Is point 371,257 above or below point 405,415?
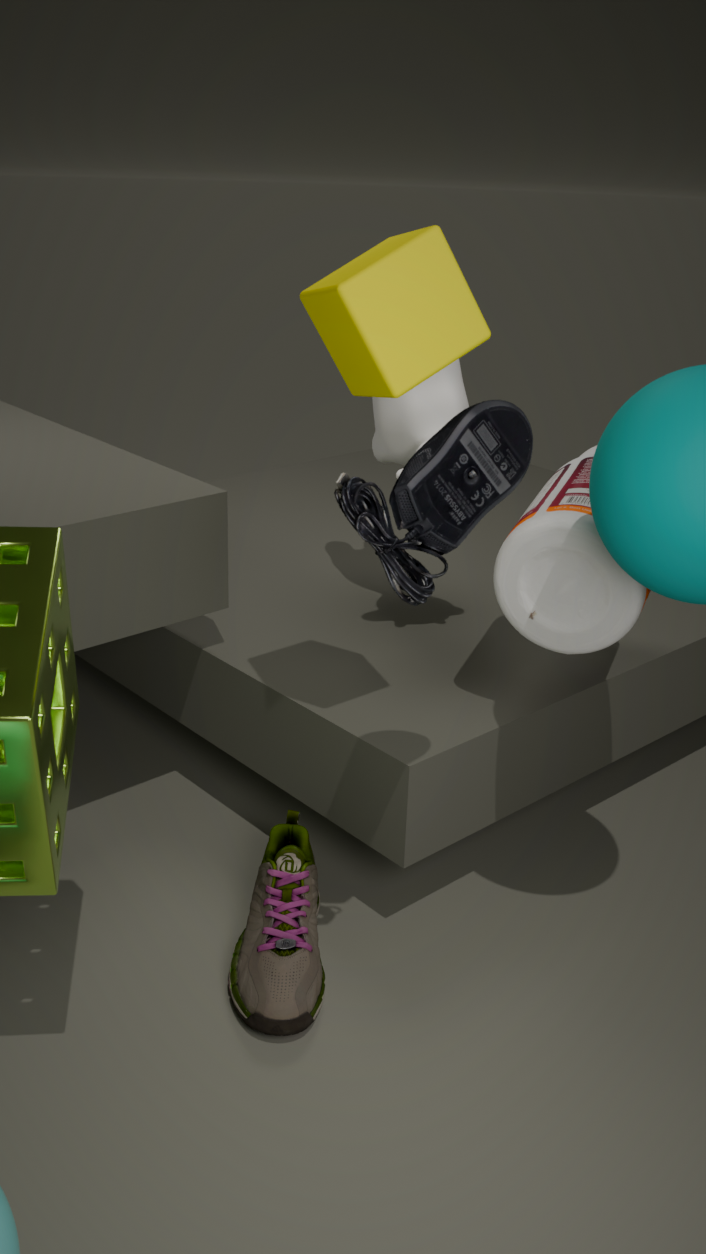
above
